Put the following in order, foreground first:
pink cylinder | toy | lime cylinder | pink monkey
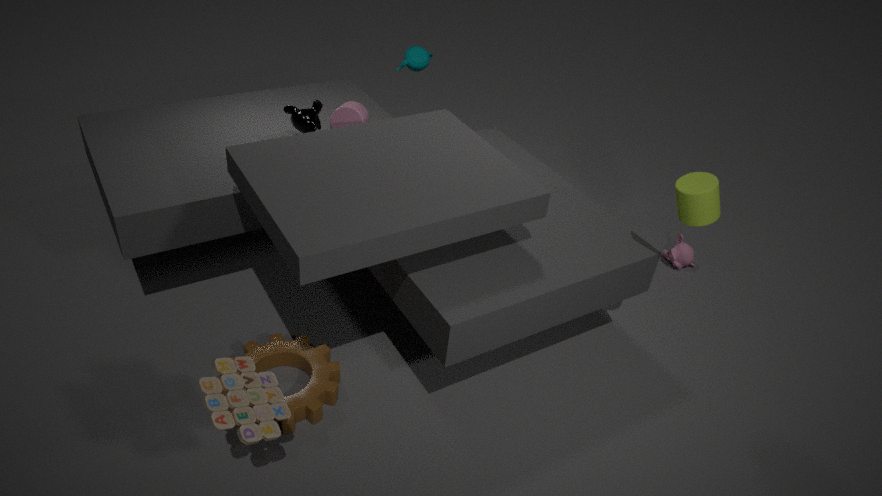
toy < lime cylinder < pink cylinder < pink monkey
